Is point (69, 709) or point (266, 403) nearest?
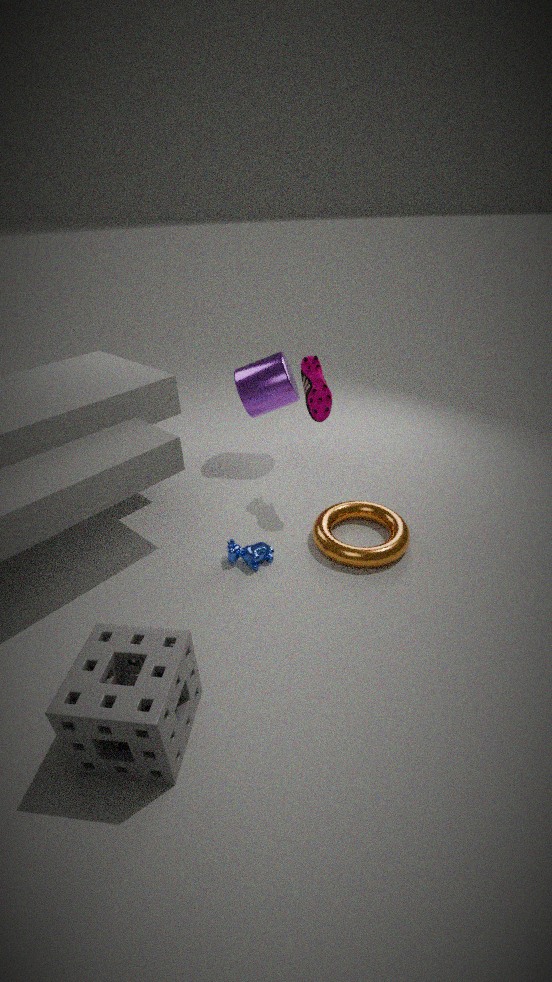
point (69, 709)
